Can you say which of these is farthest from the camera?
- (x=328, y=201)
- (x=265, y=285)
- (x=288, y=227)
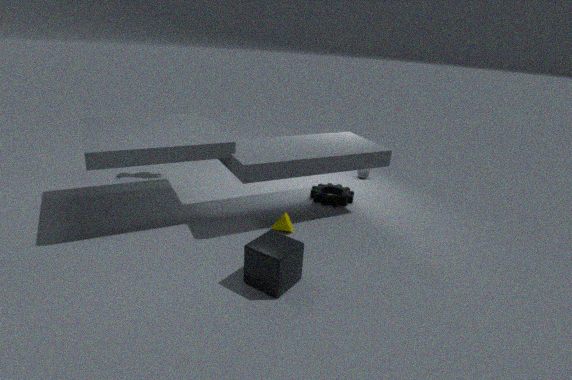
(x=328, y=201)
